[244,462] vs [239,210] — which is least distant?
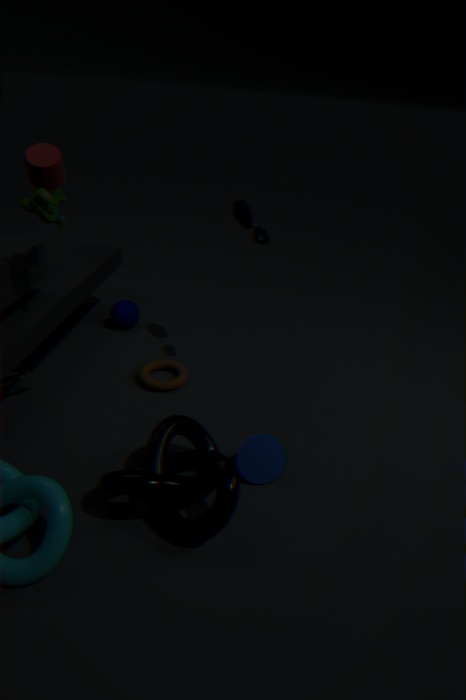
[244,462]
